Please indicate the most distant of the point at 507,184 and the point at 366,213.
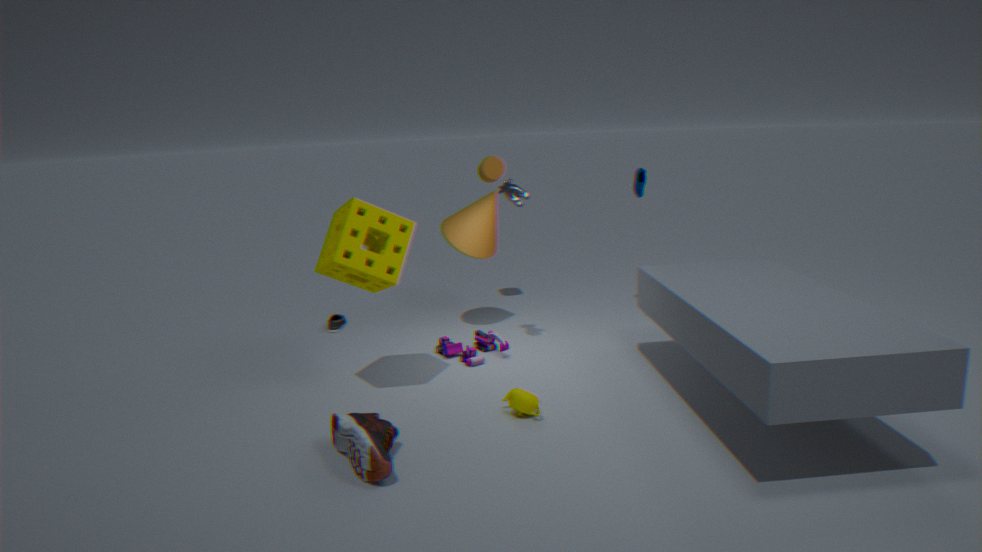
the point at 507,184
